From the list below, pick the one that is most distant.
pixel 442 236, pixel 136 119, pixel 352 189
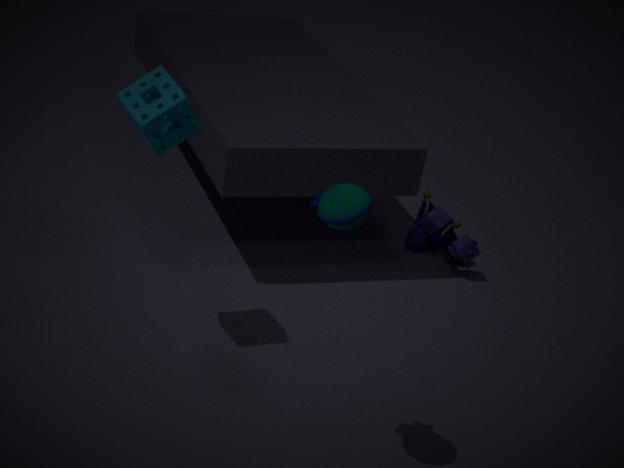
pixel 442 236
